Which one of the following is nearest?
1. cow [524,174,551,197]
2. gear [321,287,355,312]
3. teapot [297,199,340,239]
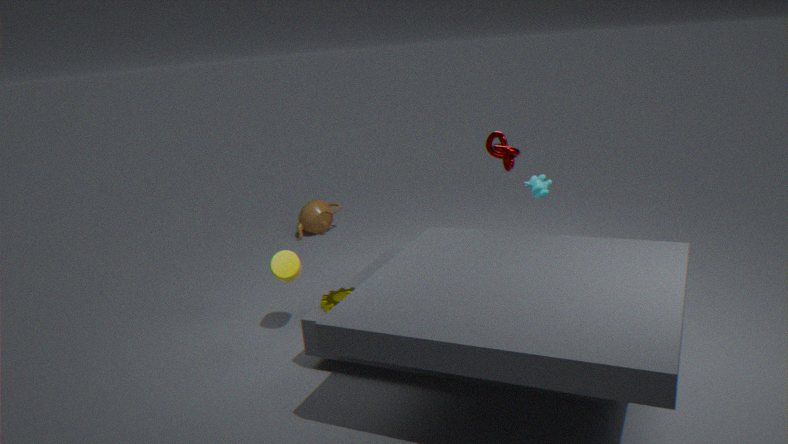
gear [321,287,355,312]
